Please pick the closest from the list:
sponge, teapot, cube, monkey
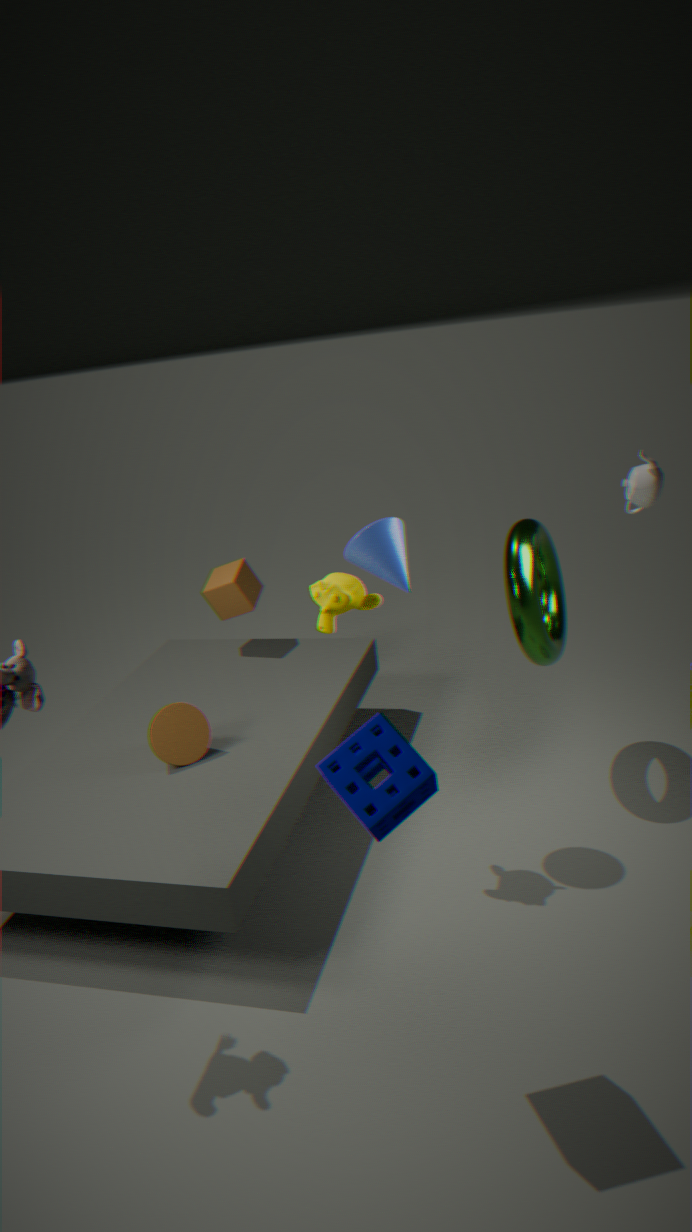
sponge
